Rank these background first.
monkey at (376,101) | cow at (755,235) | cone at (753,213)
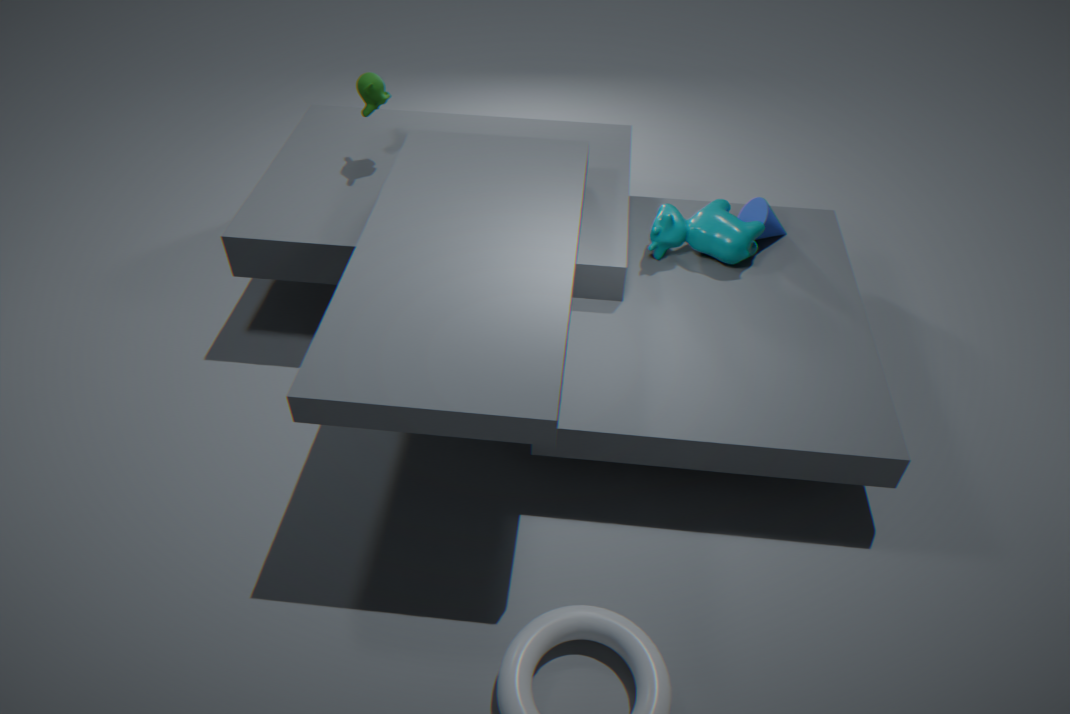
cone at (753,213) → monkey at (376,101) → cow at (755,235)
